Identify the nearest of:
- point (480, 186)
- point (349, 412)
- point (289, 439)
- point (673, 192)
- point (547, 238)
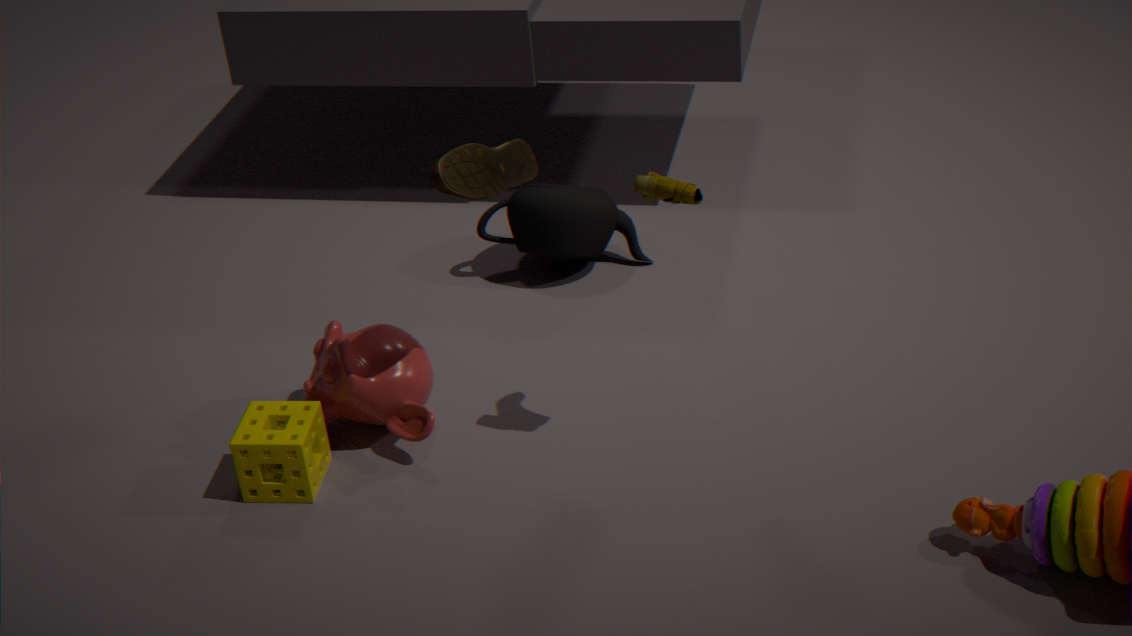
point (673, 192)
